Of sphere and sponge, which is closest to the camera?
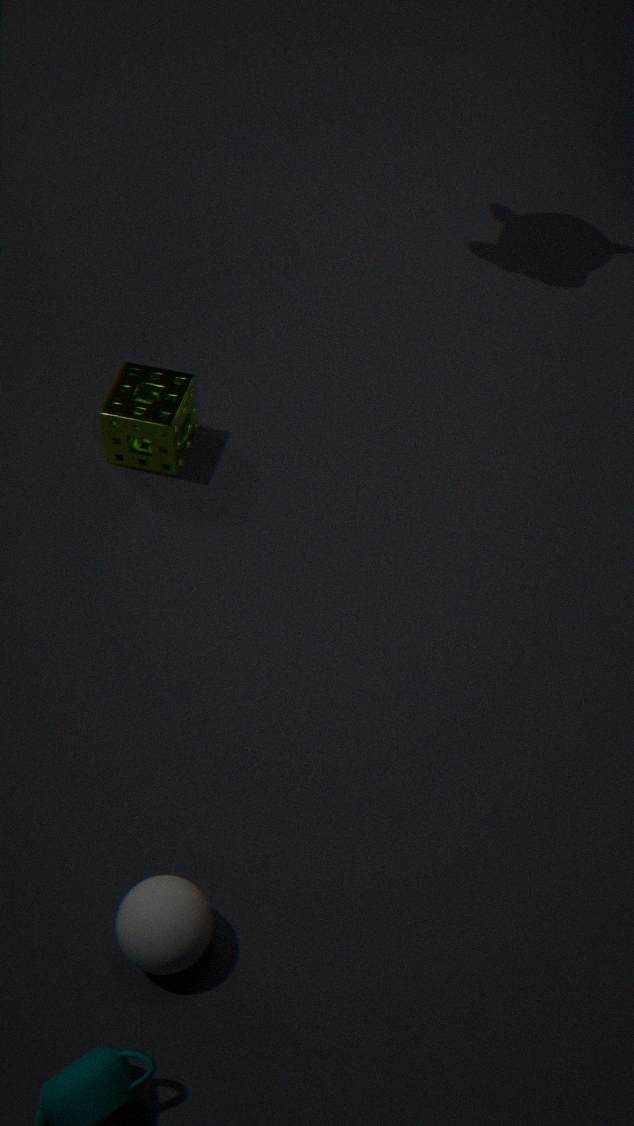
sphere
